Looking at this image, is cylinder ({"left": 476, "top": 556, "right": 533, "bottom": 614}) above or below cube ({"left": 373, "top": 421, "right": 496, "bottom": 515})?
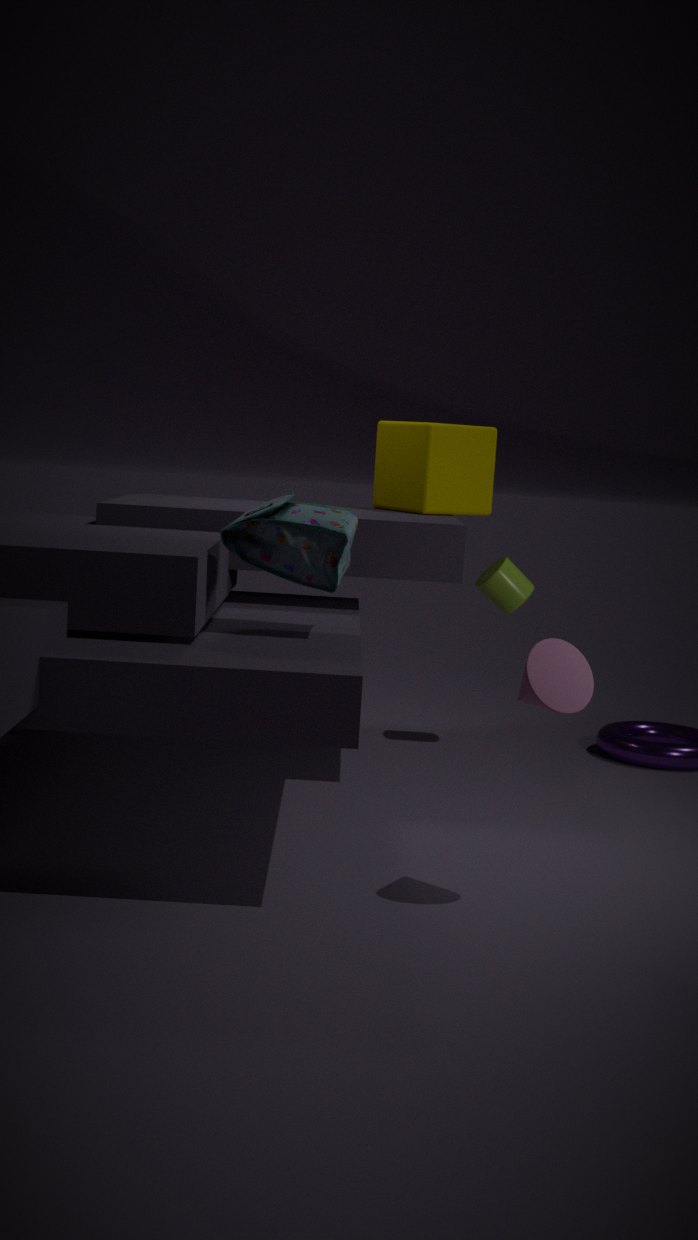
below
